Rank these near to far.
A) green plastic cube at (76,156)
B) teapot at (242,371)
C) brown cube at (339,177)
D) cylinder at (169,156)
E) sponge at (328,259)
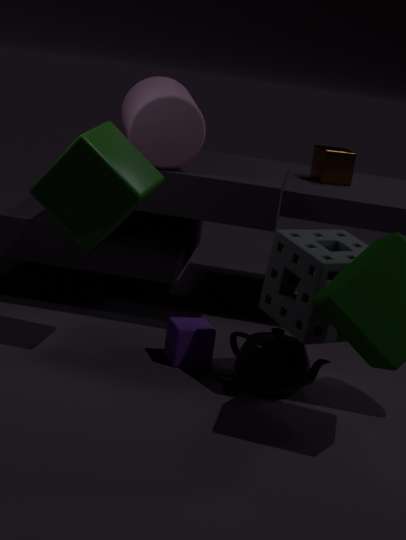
sponge at (328,259), green plastic cube at (76,156), teapot at (242,371), cylinder at (169,156), brown cube at (339,177)
